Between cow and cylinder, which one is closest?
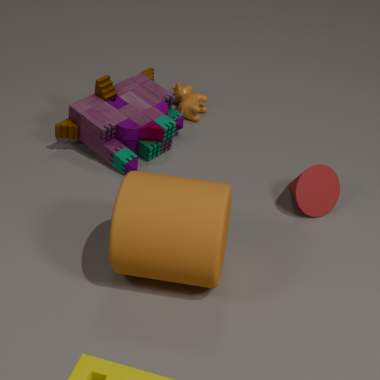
cylinder
